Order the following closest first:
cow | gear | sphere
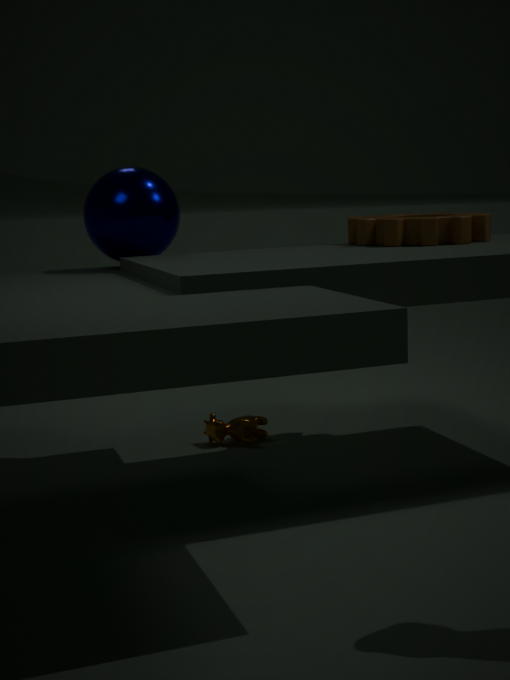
sphere, gear, cow
